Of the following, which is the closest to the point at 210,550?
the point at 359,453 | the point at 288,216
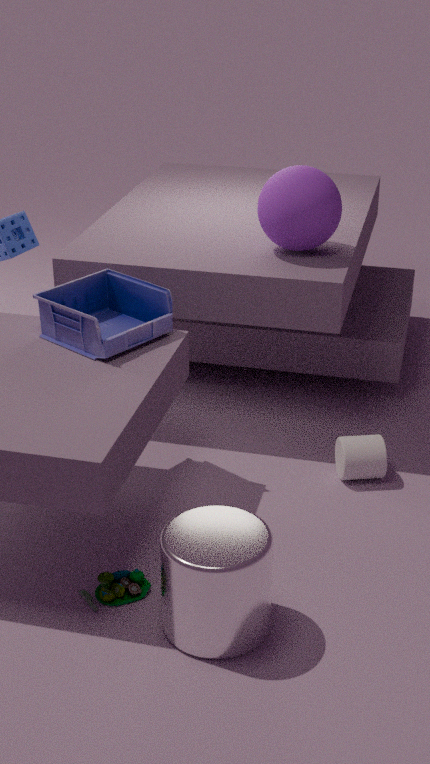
the point at 359,453
